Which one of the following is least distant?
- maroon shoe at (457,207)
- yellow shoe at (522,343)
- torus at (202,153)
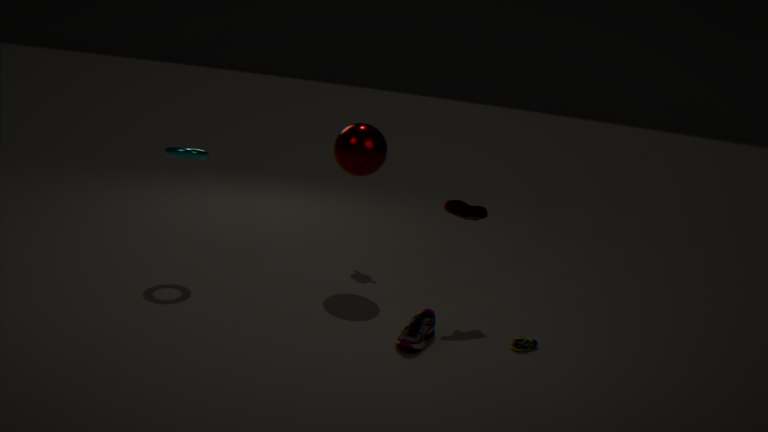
yellow shoe at (522,343)
